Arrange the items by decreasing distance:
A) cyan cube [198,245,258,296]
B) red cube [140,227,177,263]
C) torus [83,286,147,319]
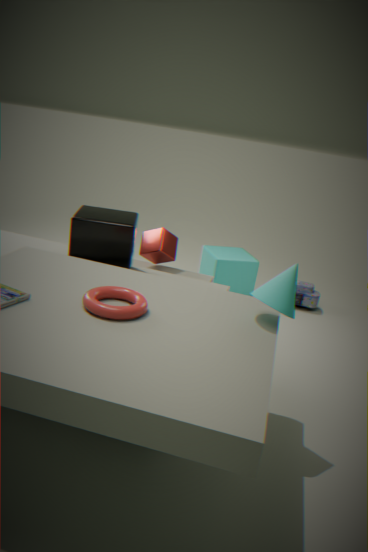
cyan cube [198,245,258,296], red cube [140,227,177,263], torus [83,286,147,319]
